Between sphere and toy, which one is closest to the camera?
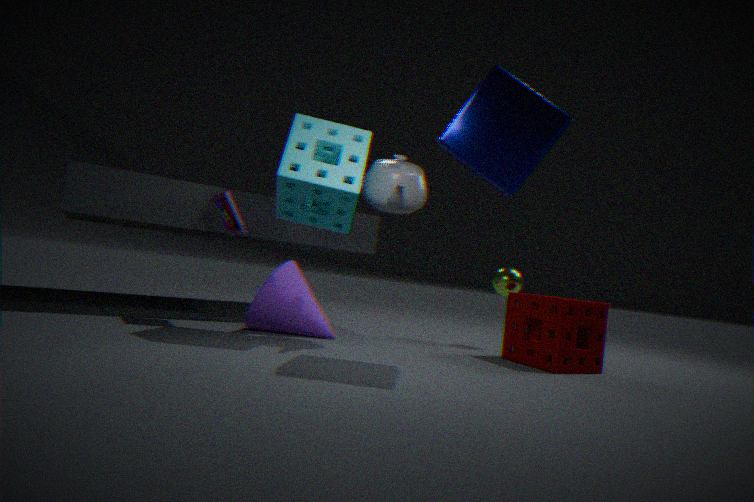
toy
